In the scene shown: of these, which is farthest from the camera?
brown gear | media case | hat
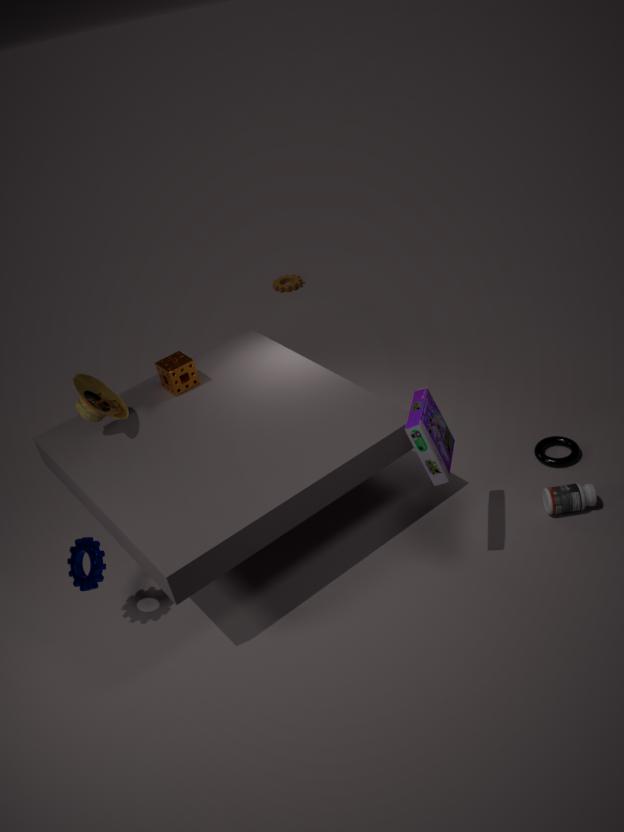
brown gear
